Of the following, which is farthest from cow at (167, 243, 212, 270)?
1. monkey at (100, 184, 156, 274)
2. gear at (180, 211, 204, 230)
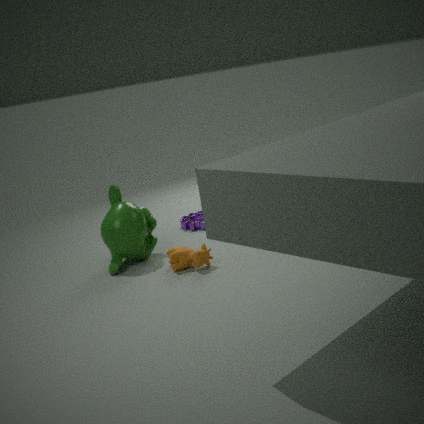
gear at (180, 211, 204, 230)
